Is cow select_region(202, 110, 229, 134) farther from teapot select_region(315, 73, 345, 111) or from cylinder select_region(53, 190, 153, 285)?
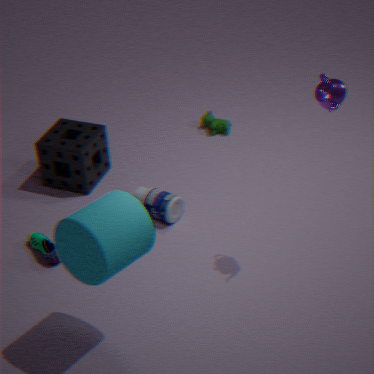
cylinder select_region(53, 190, 153, 285)
